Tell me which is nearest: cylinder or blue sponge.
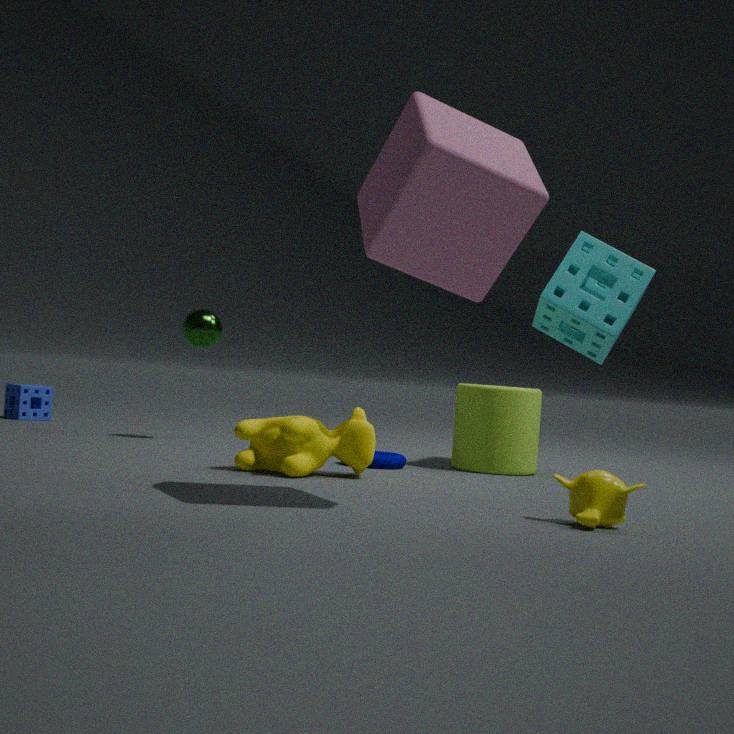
cylinder
